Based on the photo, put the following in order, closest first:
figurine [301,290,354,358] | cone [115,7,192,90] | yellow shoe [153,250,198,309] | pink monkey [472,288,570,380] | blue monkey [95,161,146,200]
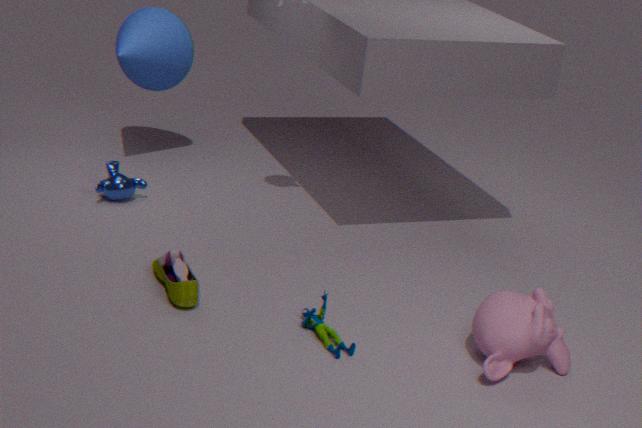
pink monkey [472,288,570,380] < figurine [301,290,354,358] < yellow shoe [153,250,198,309] < blue monkey [95,161,146,200] < cone [115,7,192,90]
